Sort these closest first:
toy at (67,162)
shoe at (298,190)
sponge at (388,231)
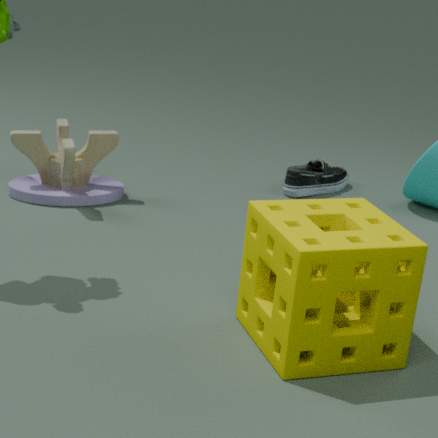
sponge at (388,231), toy at (67,162), shoe at (298,190)
